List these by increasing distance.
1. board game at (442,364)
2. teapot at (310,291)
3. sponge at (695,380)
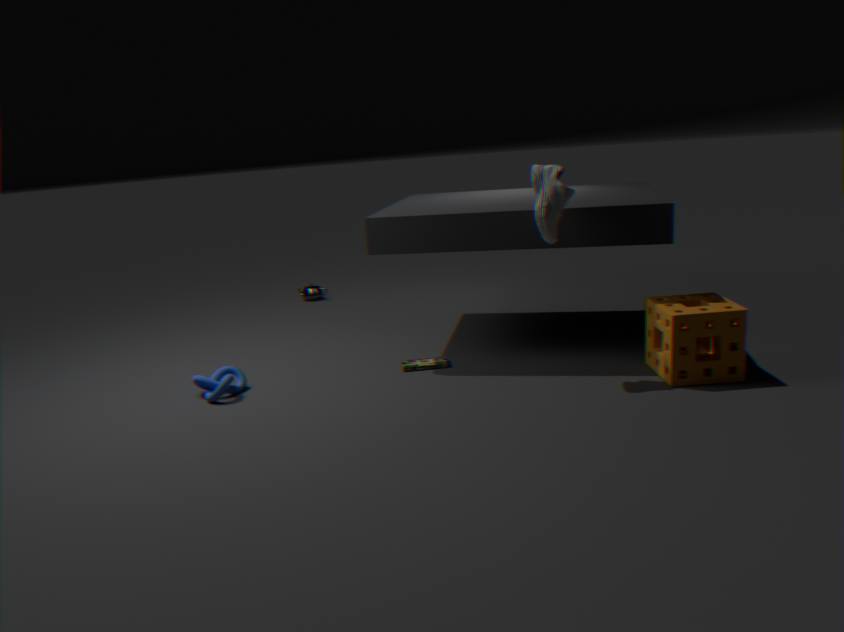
sponge at (695,380)
board game at (442,364)
teapot at (310,291)
